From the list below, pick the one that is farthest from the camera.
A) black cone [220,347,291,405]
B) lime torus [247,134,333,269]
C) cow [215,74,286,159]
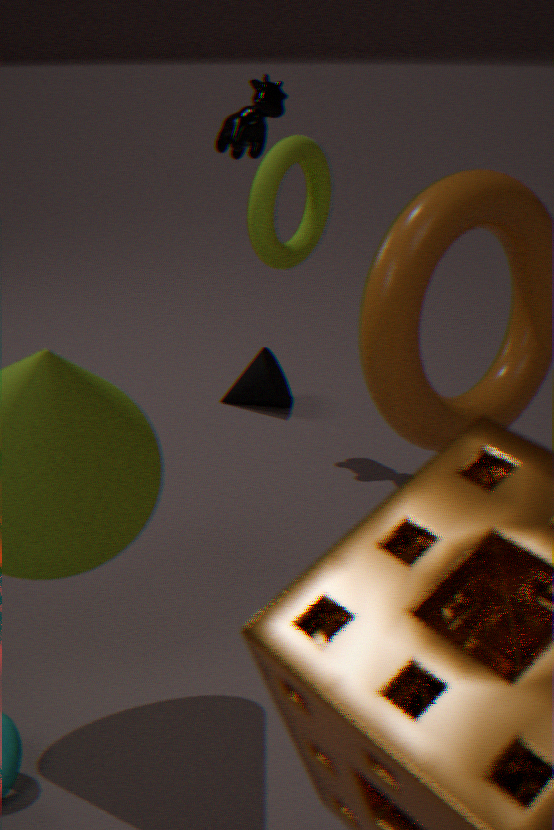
black cone [220,347,291,405]
